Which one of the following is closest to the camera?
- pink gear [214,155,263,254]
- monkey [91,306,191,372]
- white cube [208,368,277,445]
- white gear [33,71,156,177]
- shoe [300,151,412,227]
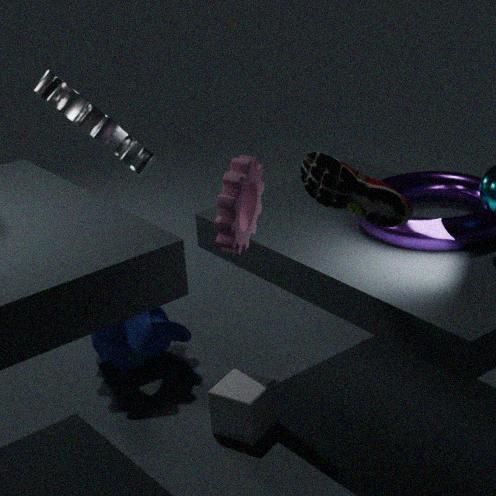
shoe [300,151,412,227]
